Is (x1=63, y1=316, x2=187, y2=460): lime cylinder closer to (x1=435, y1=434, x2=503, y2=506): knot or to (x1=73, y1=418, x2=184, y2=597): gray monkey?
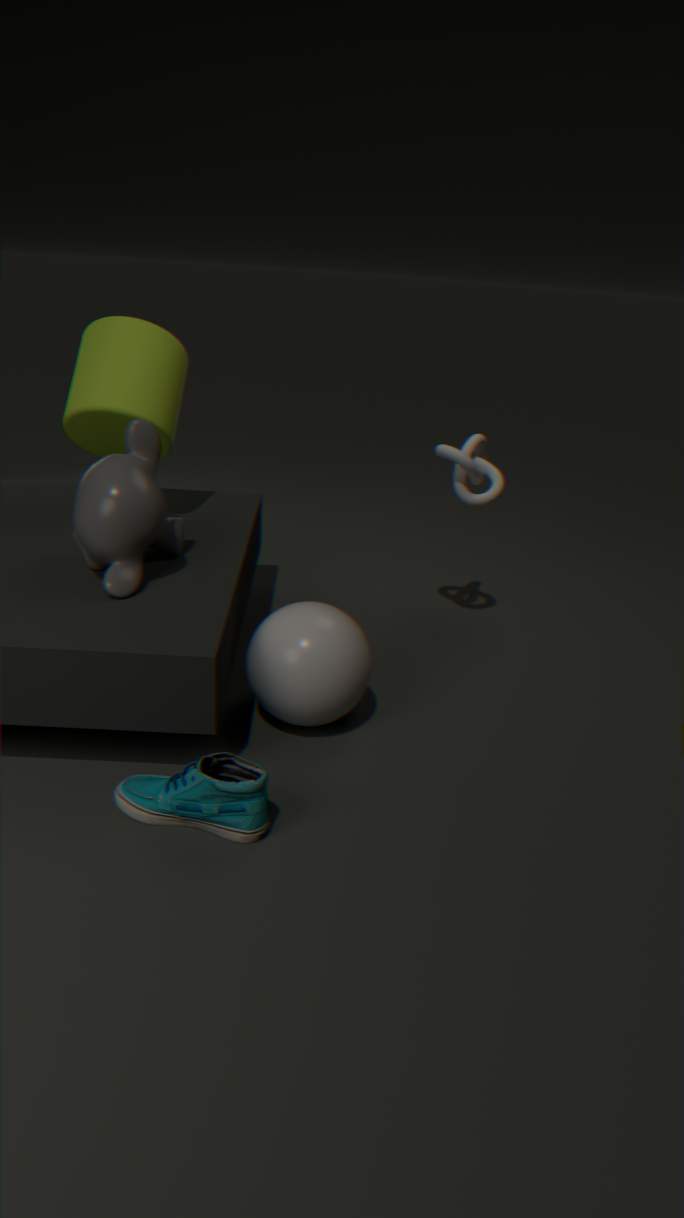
(x1=73, y1=418, x2=184, y2=597): gray monkey
